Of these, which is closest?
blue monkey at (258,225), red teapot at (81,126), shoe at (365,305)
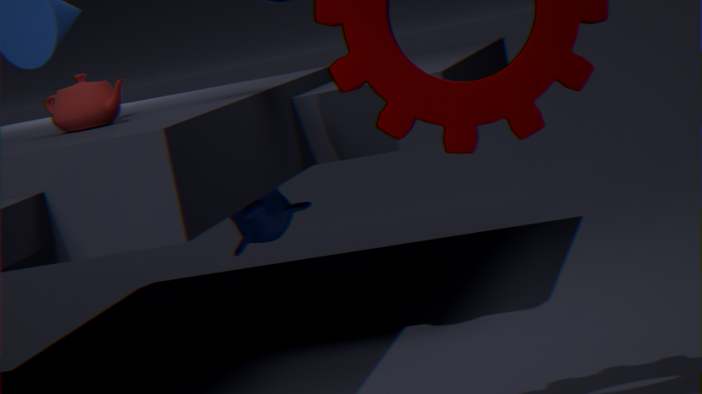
red teapot at (81,126)
